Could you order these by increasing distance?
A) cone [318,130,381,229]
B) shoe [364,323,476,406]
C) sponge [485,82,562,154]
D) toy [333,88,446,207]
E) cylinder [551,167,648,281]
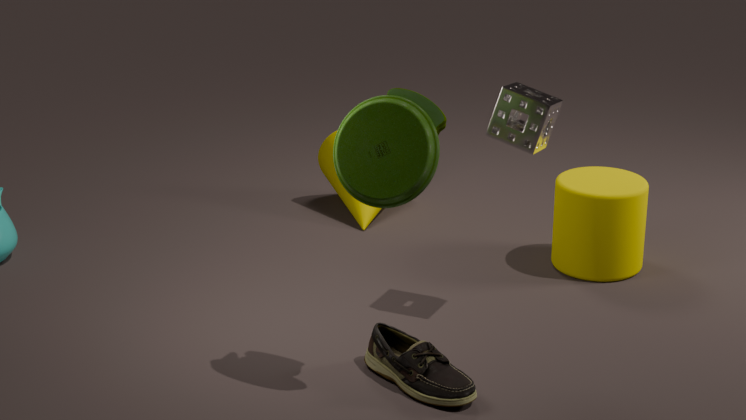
D. toy [333,88,446,207] < B. shoe [364,323,476,406] < C. sponge [485,82,562,154] < E. cylinder [551,167,648,281] < A. cone [318,130,381,229]
